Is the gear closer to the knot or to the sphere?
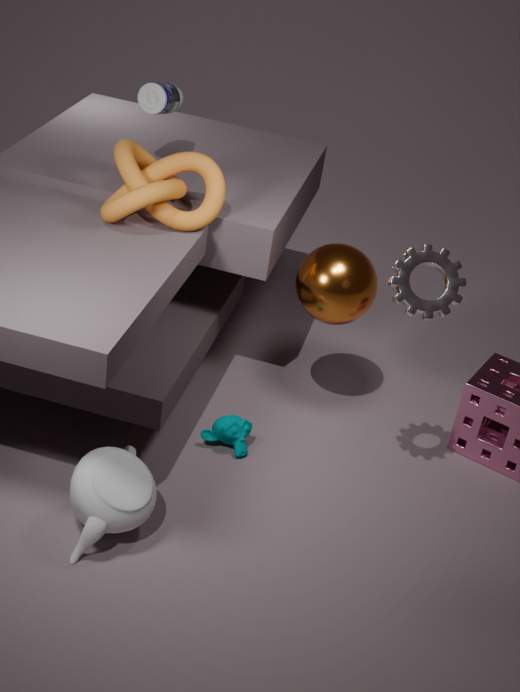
the sphere
